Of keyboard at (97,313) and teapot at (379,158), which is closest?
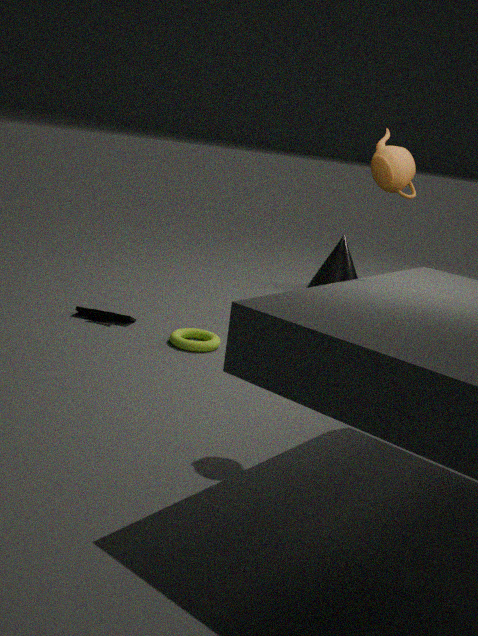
teapot at (379,158)
